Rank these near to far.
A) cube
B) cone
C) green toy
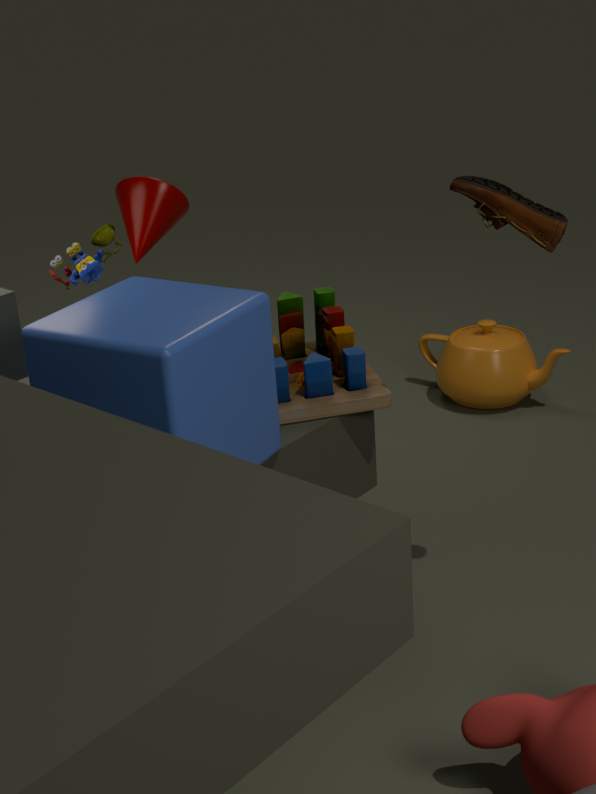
cube < green toy < cone
